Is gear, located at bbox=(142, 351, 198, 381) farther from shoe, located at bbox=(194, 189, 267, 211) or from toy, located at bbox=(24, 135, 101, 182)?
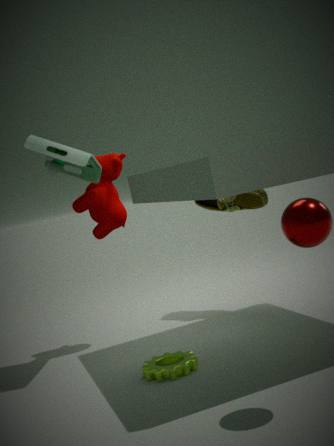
shoe, located at bbox=(194, 189, 267, 211)
